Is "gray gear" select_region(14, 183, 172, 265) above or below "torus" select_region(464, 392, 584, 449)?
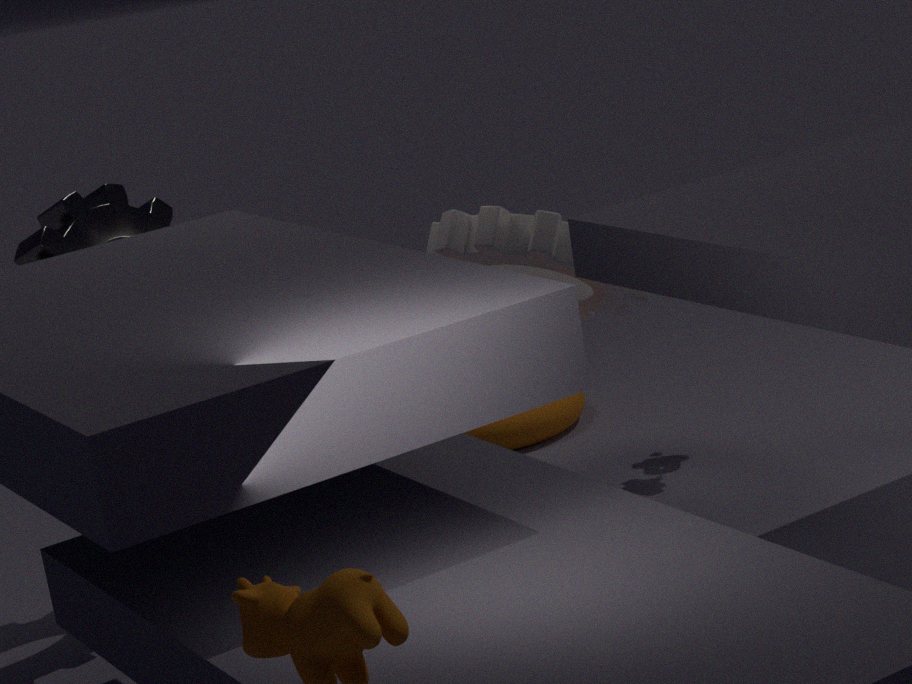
above
